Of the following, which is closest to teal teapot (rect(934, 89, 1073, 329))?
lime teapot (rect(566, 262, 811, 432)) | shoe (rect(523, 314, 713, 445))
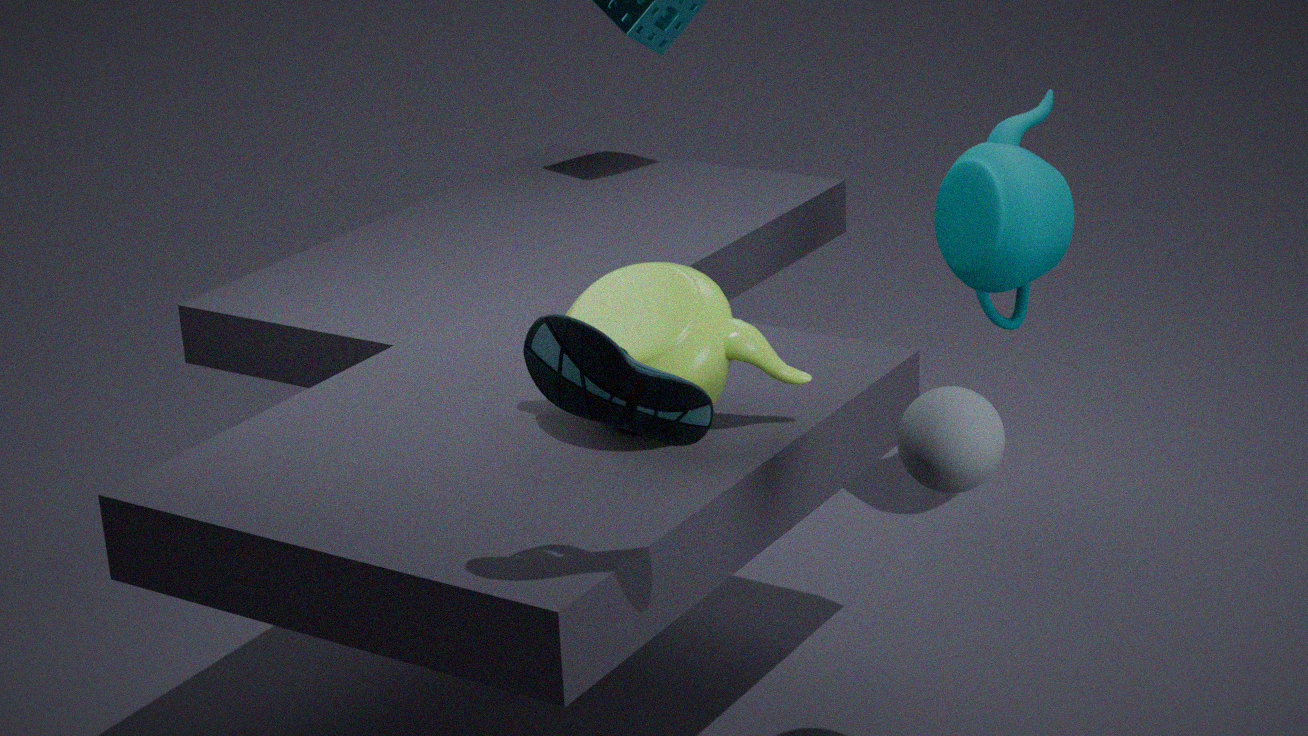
lime teapot (rect(566, 262, 811, 432))
